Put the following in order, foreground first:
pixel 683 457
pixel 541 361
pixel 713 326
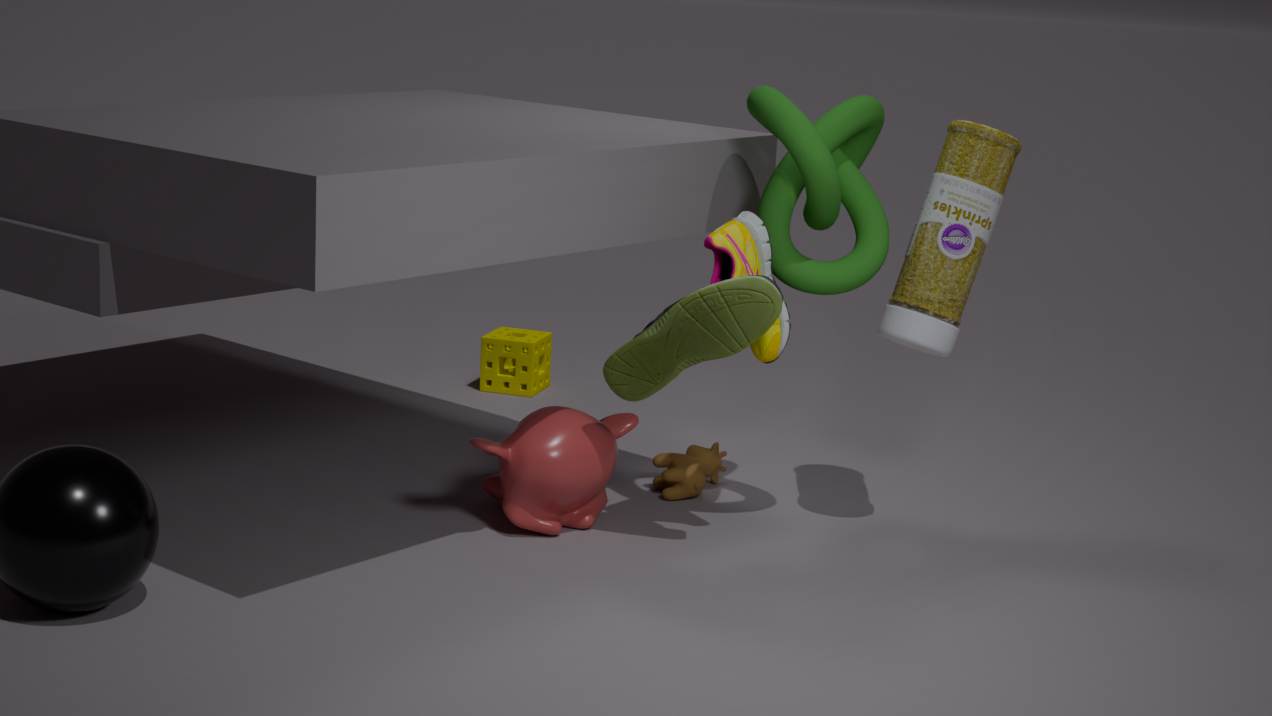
pixel 713 326 → pixel 683 457 → pixel 541 361
